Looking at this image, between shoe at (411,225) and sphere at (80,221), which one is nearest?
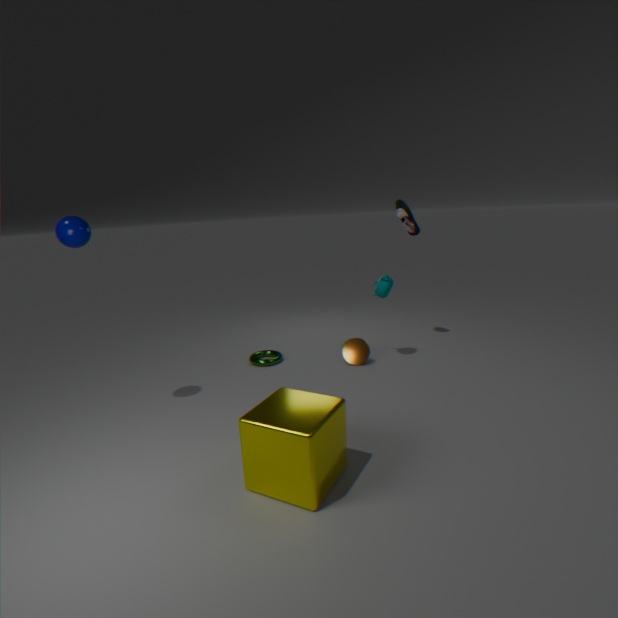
sphere at (80,221)
